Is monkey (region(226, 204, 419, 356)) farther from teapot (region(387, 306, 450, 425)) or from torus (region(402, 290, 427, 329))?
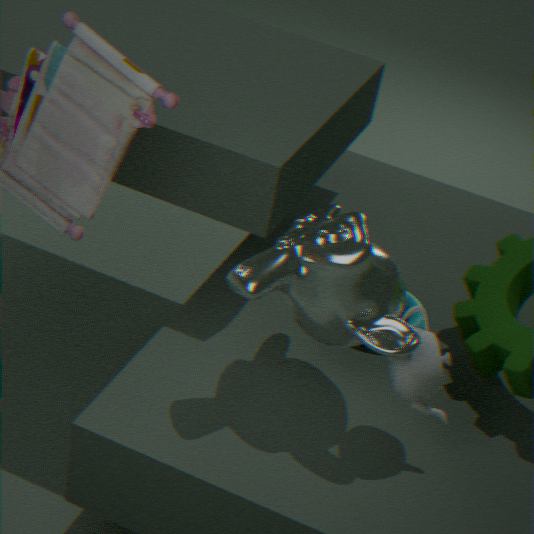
torus (region(402, 290, 427, 329))
